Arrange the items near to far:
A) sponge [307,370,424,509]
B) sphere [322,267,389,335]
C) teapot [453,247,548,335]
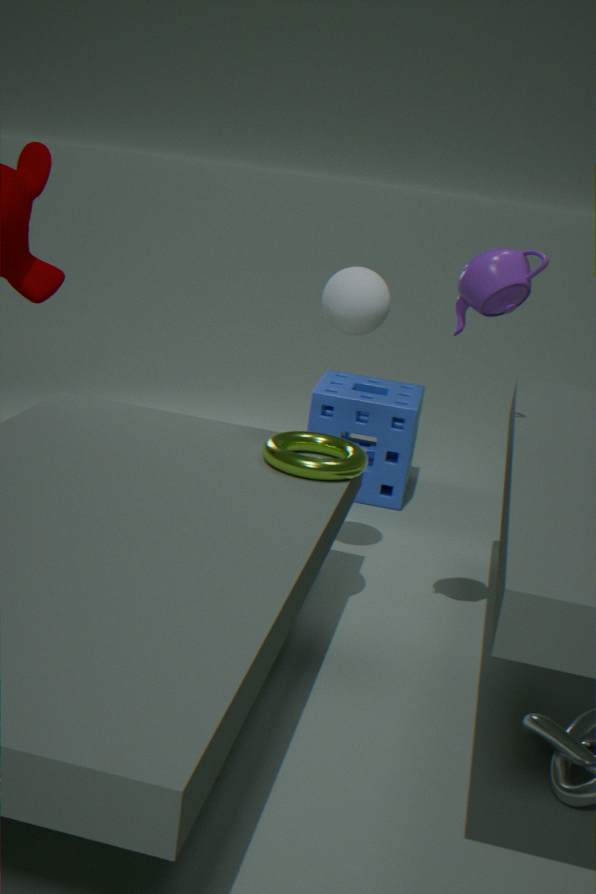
teapot [453,247,548,335] → sphere [322,267,389,335] → sponge [307,370,424,509]
